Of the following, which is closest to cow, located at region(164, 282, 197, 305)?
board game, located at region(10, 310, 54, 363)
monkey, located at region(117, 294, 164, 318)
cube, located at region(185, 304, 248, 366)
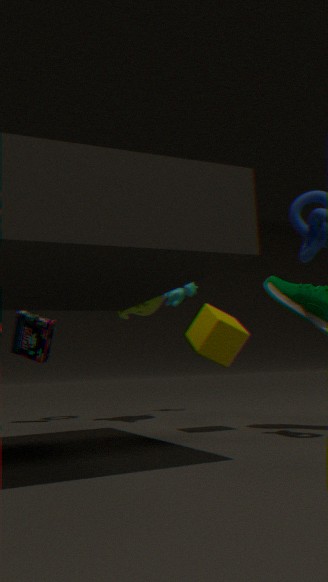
monkey, located at region(117, 294, 164, 318)
